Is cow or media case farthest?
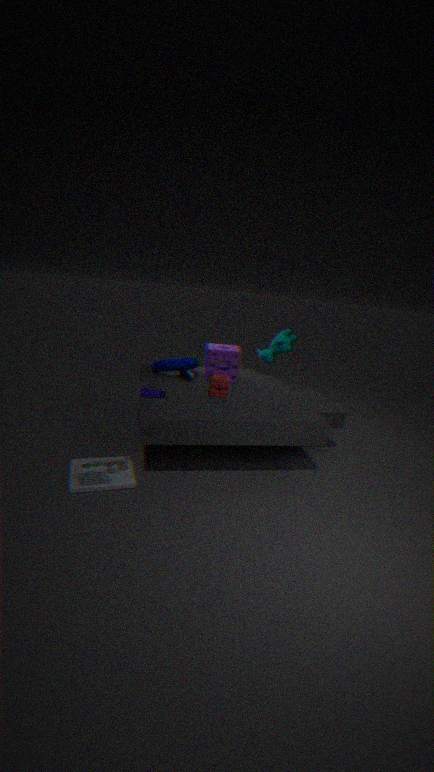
cow
